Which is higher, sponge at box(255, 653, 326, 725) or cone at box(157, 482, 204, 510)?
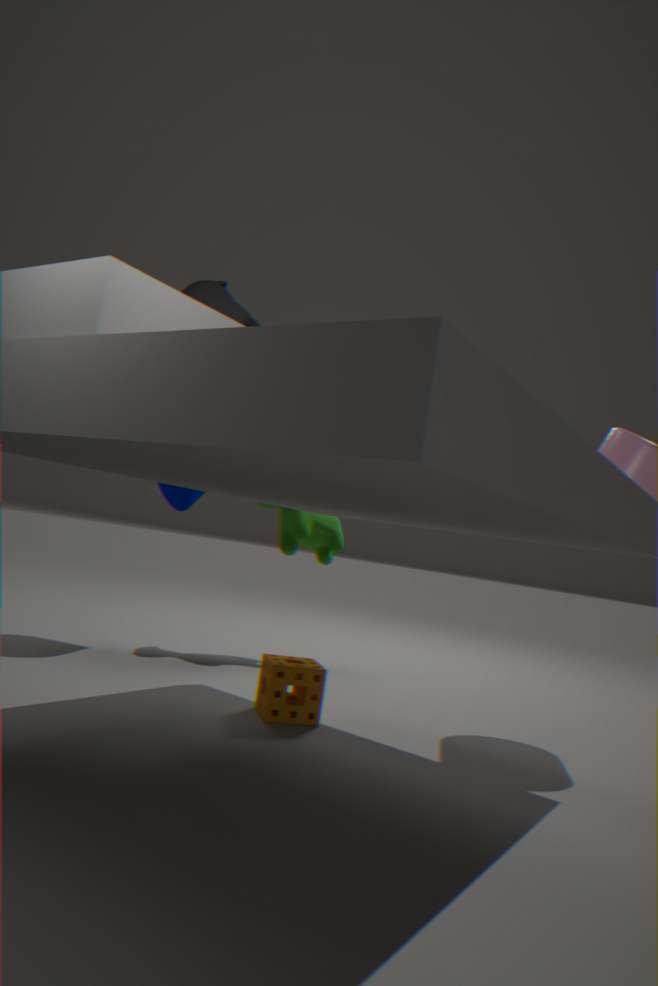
cone at box(157, 482, 204, 510)
